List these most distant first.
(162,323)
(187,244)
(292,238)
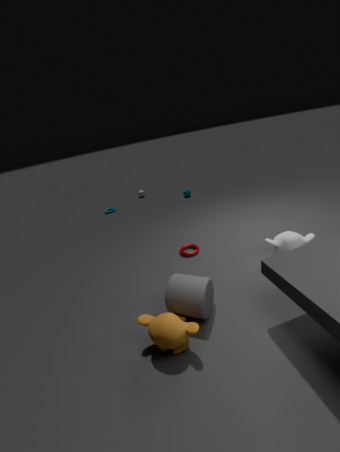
(187,244), (292,238), (162,323)
